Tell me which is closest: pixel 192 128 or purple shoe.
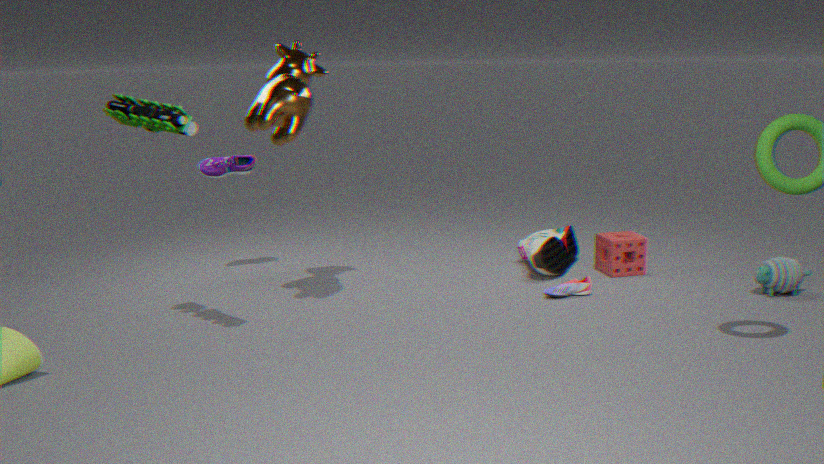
purple shoe
